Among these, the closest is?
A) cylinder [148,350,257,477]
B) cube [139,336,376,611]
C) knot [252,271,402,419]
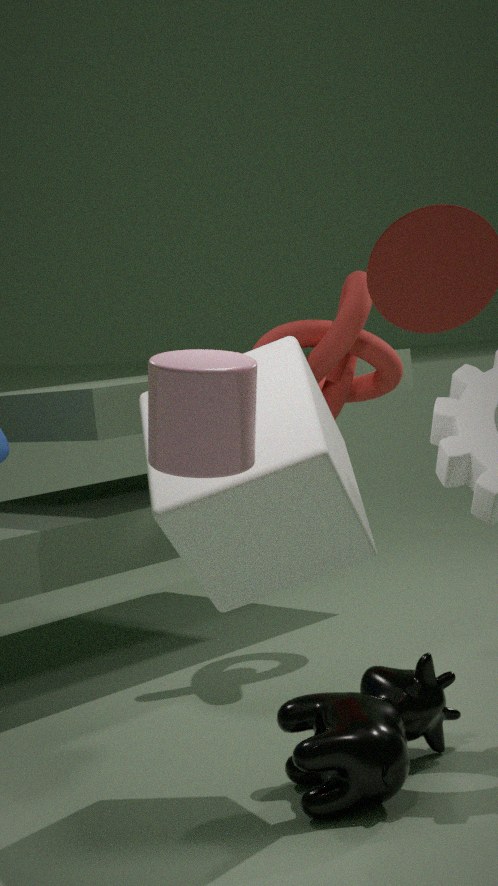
cylinder [148,350,257,477]
